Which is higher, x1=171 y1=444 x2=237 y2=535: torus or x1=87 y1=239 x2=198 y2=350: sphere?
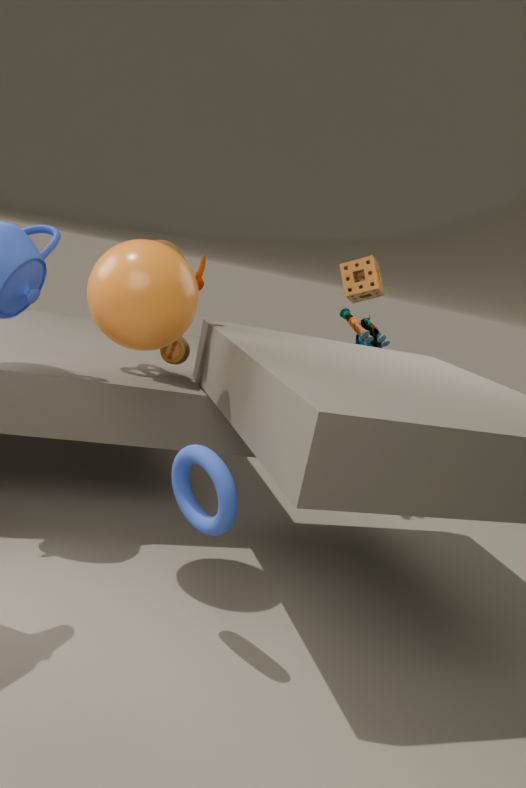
x1=87 y1=239 x2=198 y2=350: sphere
